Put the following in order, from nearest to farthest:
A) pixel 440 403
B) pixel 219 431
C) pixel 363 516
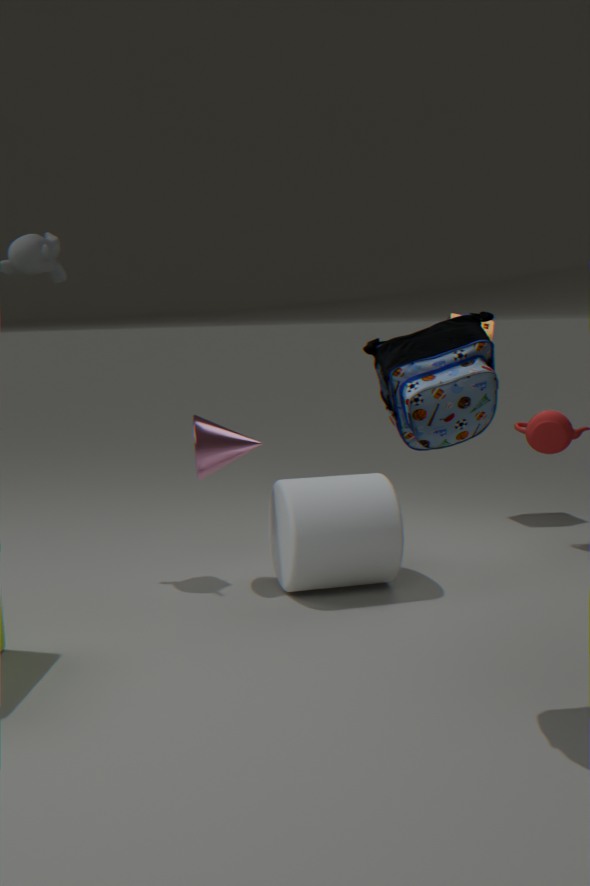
1. A. pixel 440 403
2. C. pixel 363 516
3. B. pixel 219 431
